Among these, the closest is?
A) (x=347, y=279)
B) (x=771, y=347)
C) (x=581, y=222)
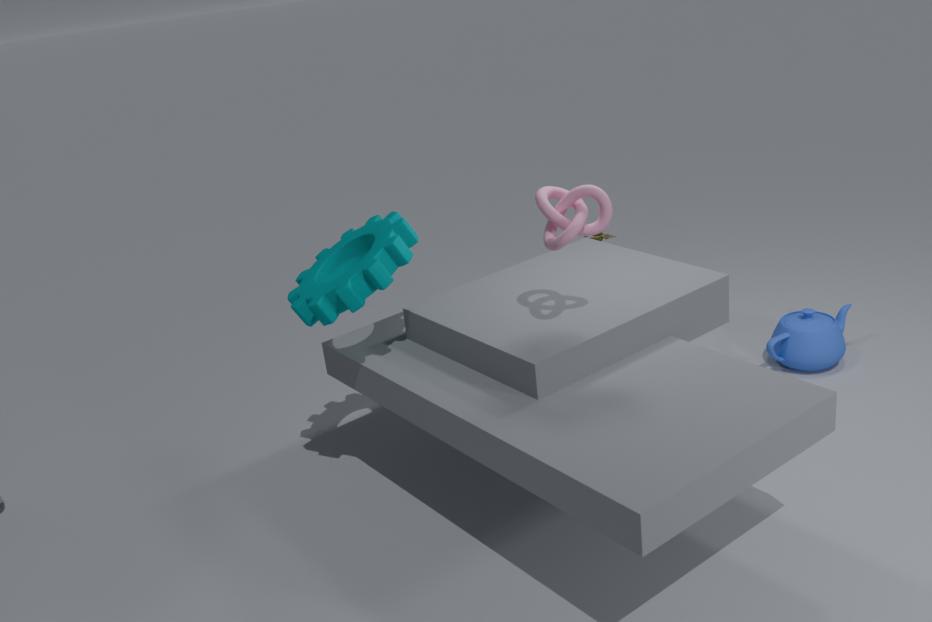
(x=581, y=222)
